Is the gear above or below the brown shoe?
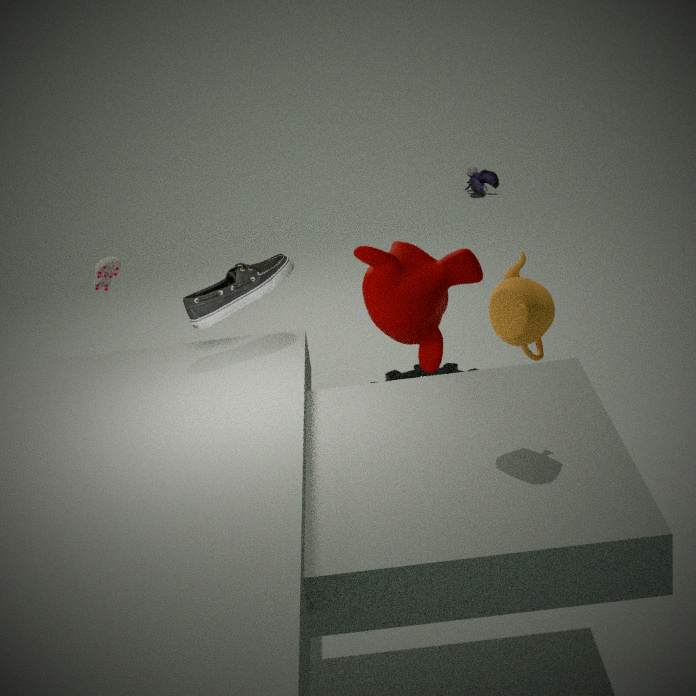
below
